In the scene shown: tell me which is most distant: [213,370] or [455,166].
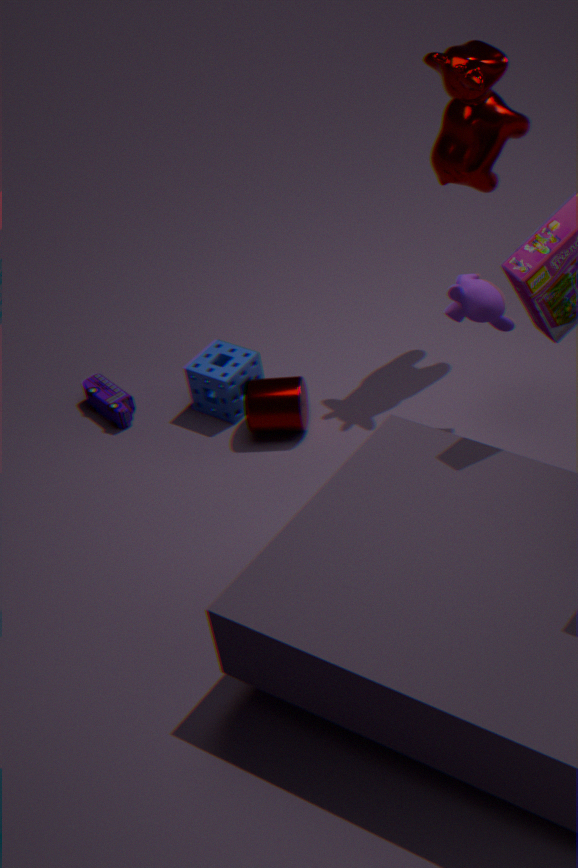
[213,370]
